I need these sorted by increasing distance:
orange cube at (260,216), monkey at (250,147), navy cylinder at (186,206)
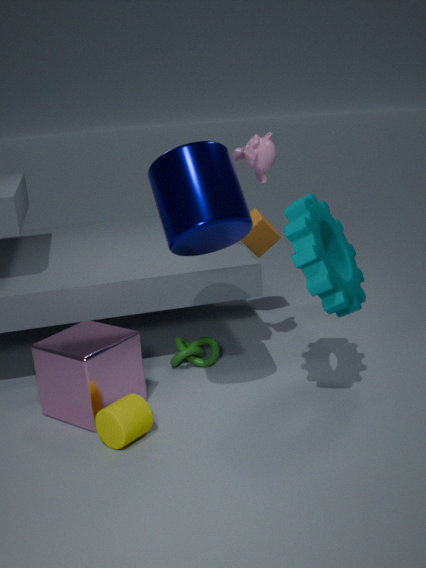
navy cylinder at (186,206) < monkey at (250,147) < orange cube at (260,216)
